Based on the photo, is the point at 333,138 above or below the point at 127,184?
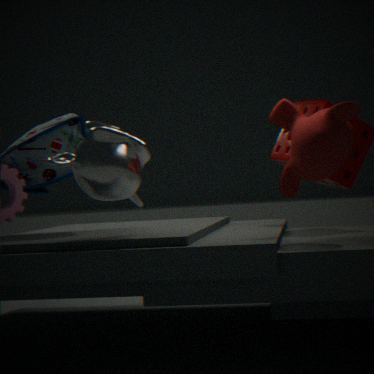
above
